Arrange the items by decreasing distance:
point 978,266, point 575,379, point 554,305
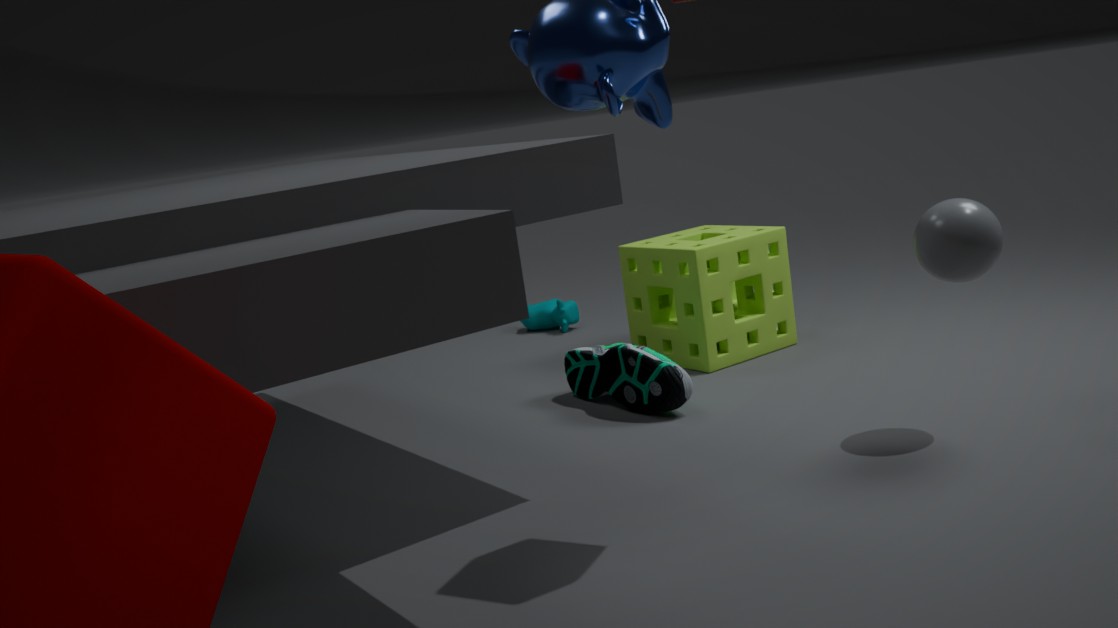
1. point 554,305
2. point 575,379
3. point 978,266
